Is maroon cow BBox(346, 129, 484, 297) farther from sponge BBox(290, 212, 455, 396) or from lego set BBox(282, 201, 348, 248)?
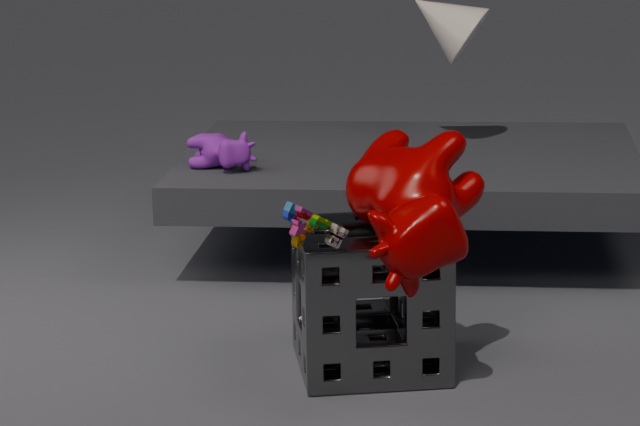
lego set BBox(282, 201, 348, 248)
